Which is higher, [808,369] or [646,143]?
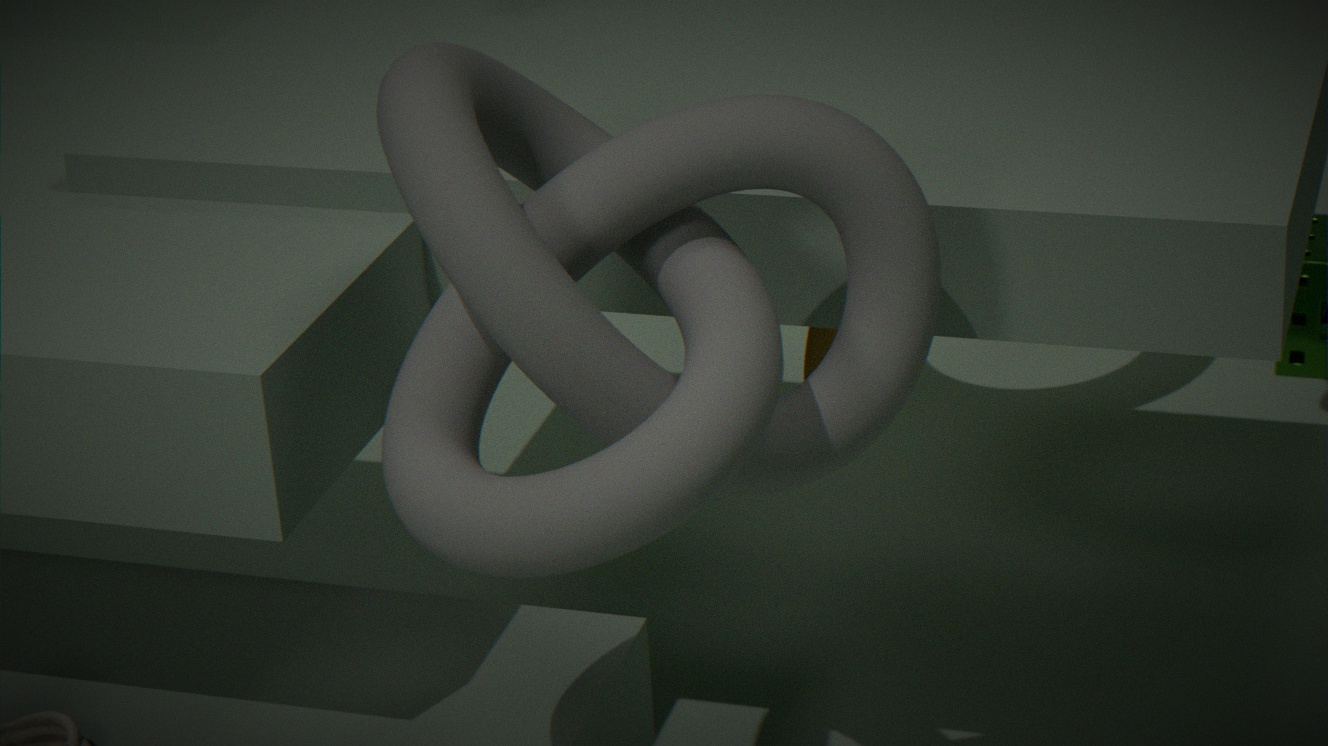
[646,143]
